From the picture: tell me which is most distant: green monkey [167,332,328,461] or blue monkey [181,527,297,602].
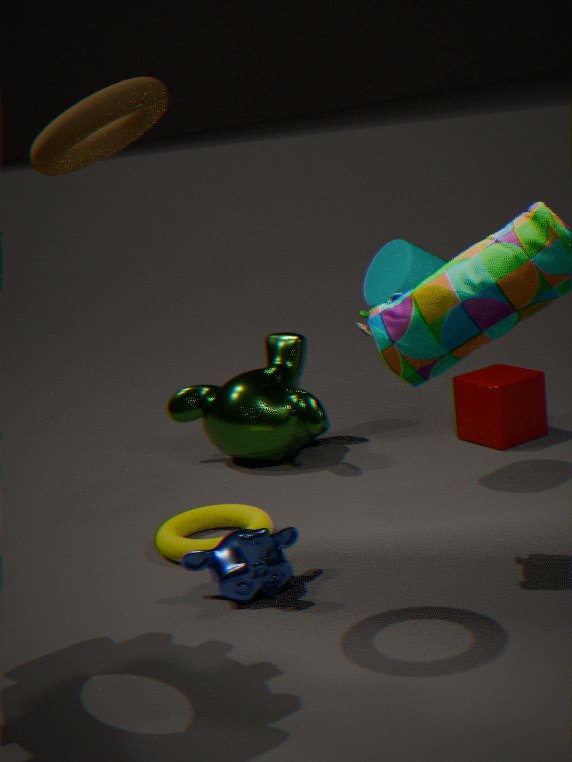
green monkey [167,332,328,461]
